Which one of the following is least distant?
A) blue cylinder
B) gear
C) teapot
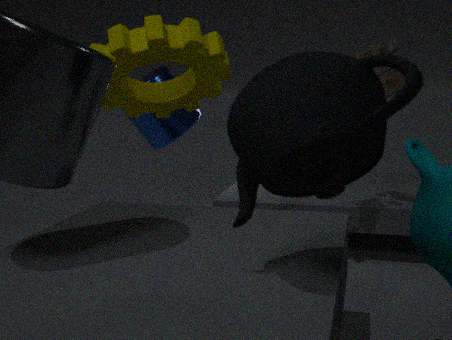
teapot
